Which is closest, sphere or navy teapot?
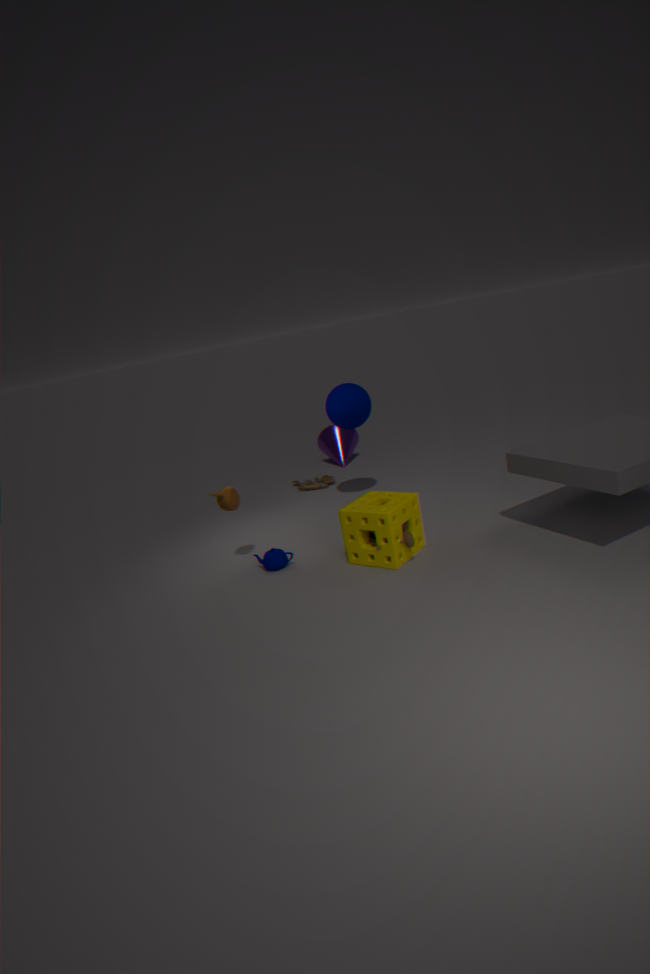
navy teapot
